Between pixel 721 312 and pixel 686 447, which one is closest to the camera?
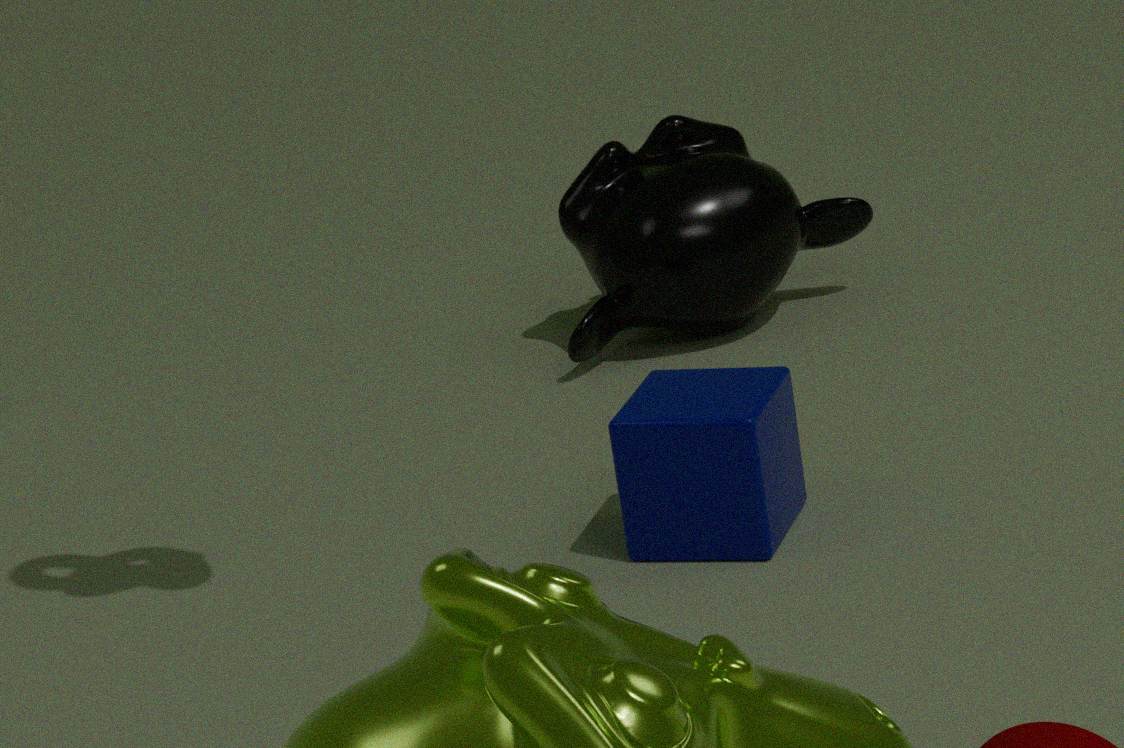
pixel 686 447
